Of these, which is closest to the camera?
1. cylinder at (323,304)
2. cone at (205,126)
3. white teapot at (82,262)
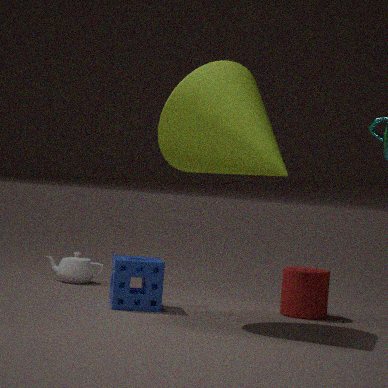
cone at (205,126)
